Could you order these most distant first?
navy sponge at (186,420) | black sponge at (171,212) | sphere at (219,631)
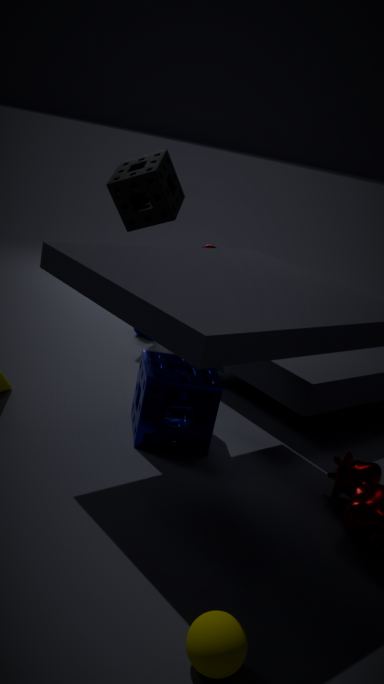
1. black sponge at (171,212)
2. navy sponge at (186,420)
3. sphere at (219,631)
